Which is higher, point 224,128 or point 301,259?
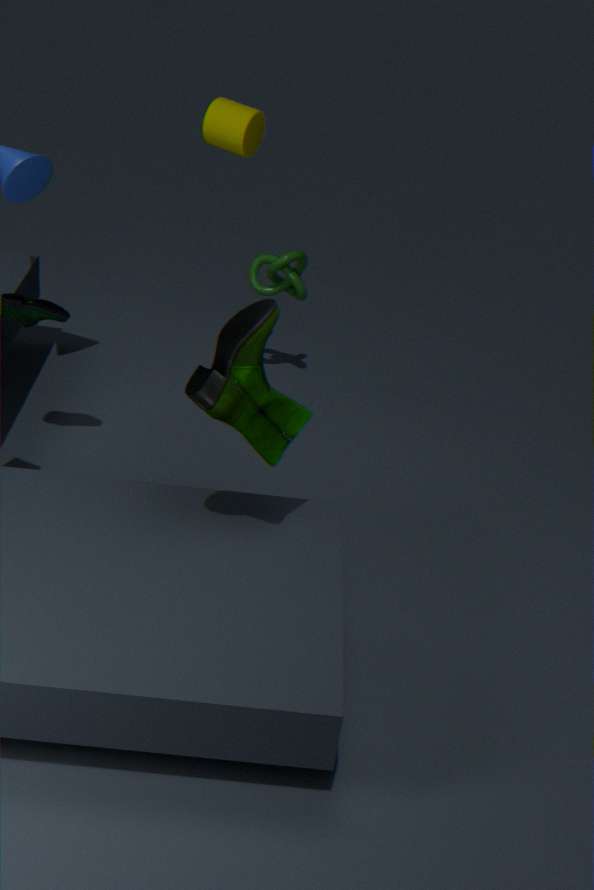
point 224,128
